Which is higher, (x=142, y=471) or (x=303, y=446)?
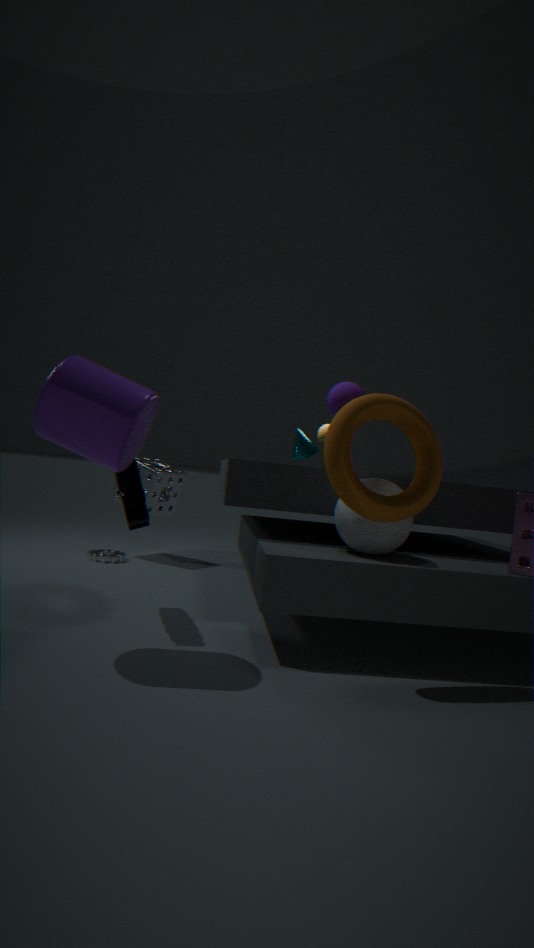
(x=303, y=446)
